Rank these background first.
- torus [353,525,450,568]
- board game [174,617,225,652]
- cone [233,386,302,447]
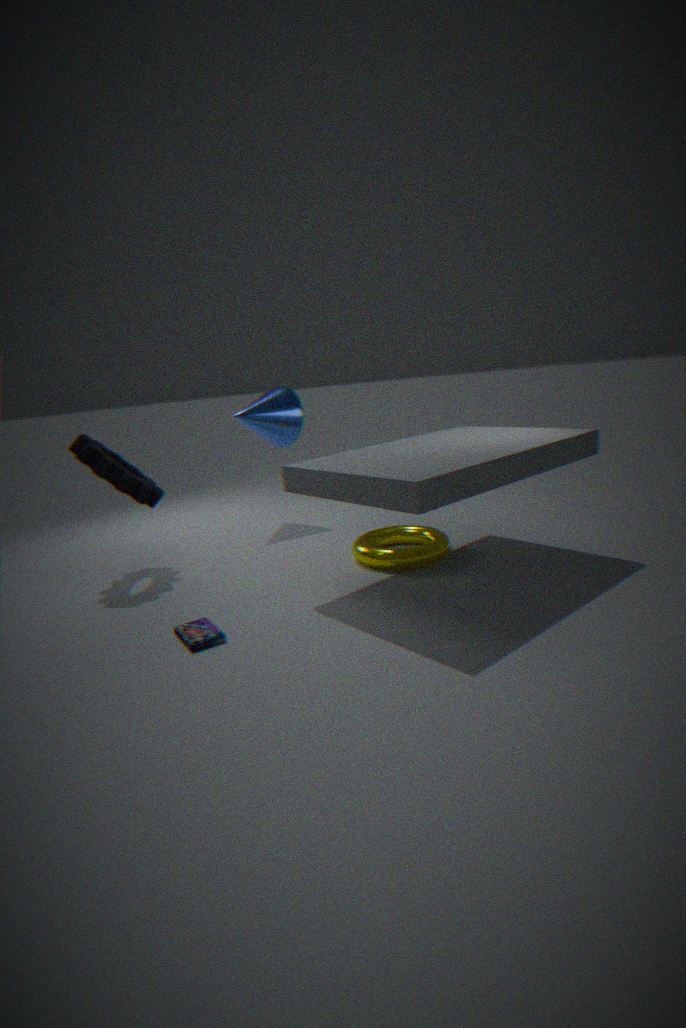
cone [233,386,302,447], torus [353,525,450,568], board game [174,617,225,652]
